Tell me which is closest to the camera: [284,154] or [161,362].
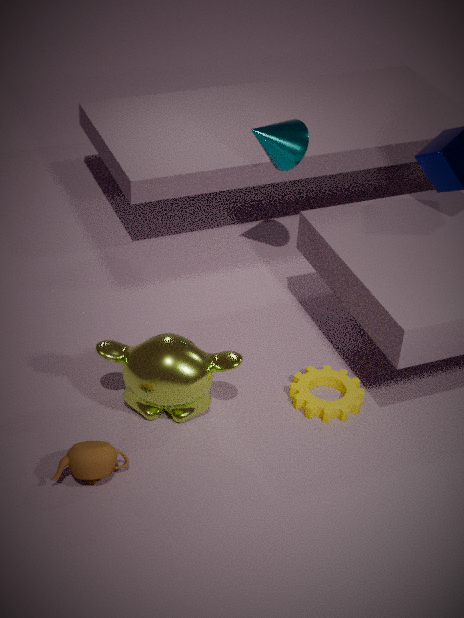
[161,362]
